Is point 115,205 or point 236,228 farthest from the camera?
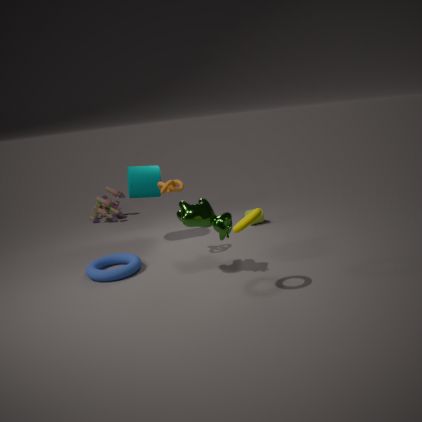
point 115,205
